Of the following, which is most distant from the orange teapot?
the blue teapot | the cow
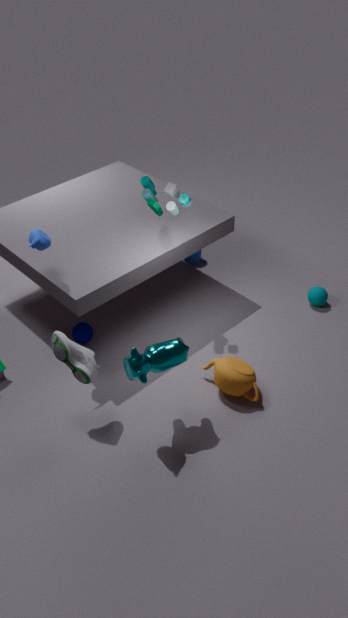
the blue teapot
